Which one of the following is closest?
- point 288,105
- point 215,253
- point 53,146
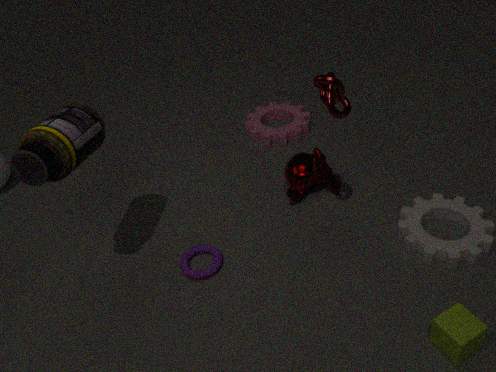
point 53,146
